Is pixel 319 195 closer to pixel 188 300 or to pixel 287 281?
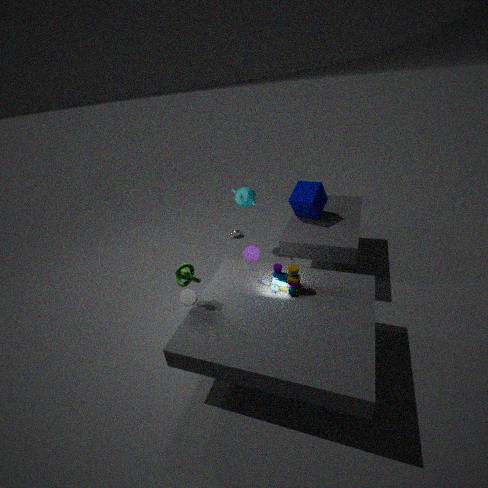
pixel 287 281
